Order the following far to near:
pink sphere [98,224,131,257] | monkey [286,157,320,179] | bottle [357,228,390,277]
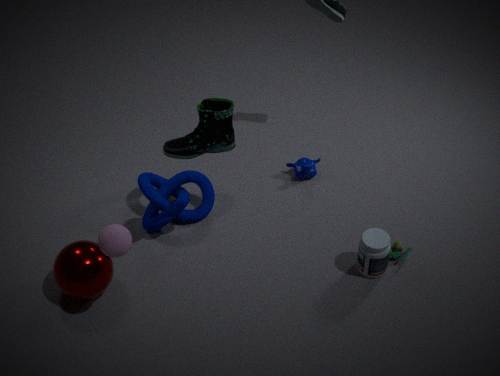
monkey [286,157,320,179]
bottle [357,228,390,277]
pink sphere [98,224,131,257]
